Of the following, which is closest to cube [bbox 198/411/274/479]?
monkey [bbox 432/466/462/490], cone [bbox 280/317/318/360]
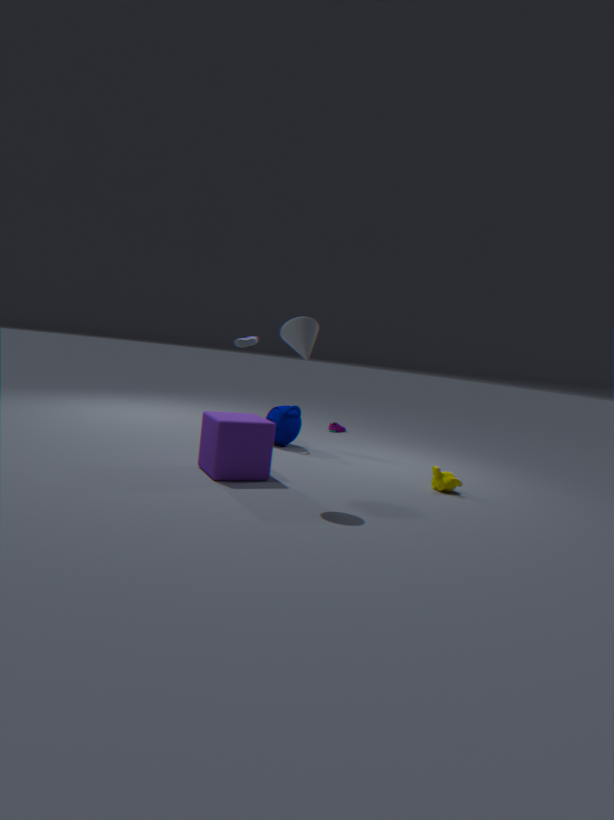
cone [bbox 280/317/318/360]
